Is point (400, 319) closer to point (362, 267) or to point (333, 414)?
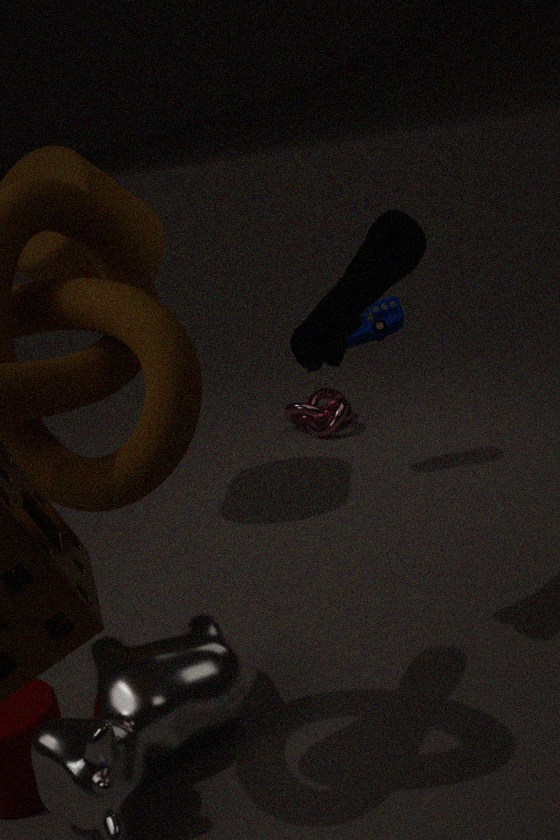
point (333, 414)
